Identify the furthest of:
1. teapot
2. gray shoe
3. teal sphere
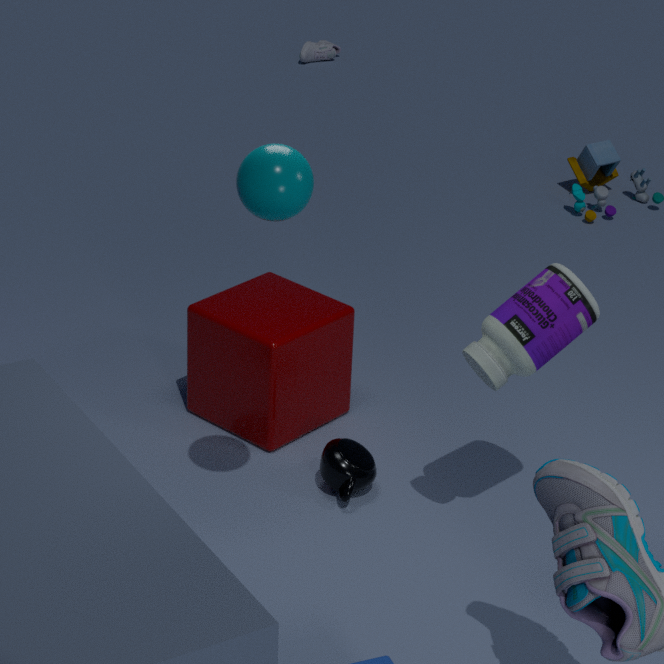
gray shoe
